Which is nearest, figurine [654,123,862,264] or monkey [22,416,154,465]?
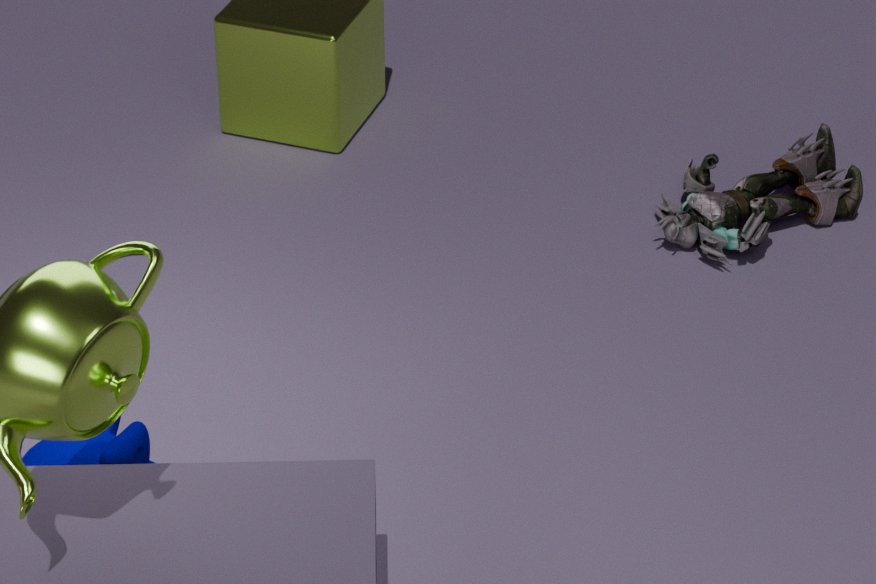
monkey [22,416,154,465]
